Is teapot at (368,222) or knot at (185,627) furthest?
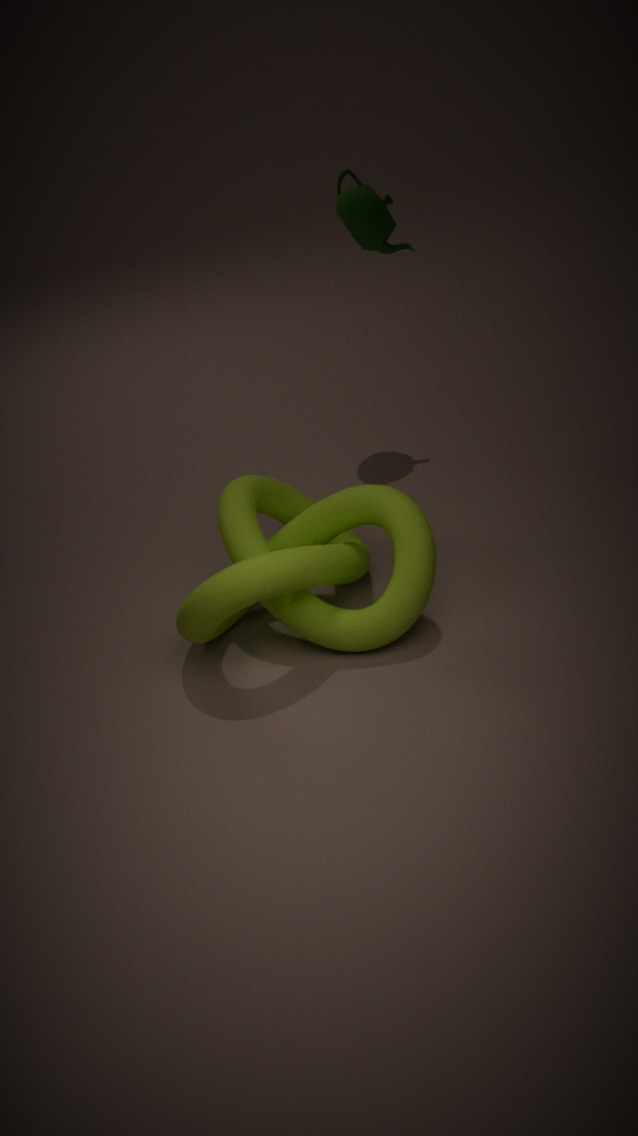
teapot at (368,222)
